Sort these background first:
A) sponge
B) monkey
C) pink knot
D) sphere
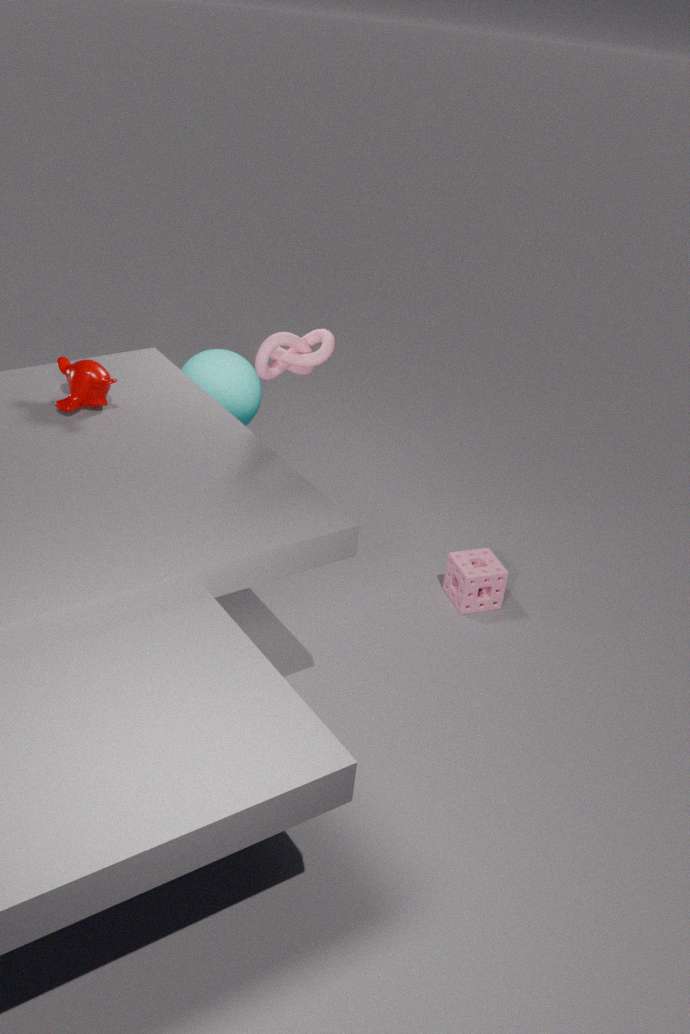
sphere → sponge → monkey → pink knot
